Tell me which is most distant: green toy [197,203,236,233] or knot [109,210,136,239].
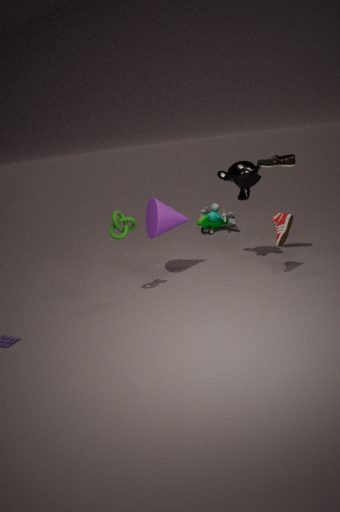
green toy [197,203,236,233]
